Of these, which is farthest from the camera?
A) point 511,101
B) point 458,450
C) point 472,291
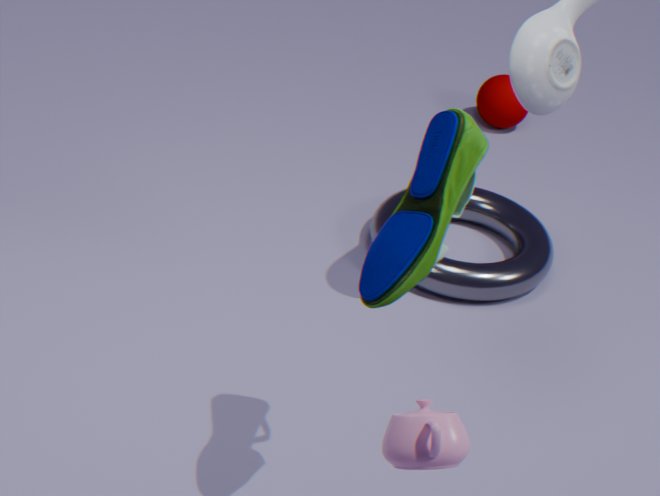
point 511,101
